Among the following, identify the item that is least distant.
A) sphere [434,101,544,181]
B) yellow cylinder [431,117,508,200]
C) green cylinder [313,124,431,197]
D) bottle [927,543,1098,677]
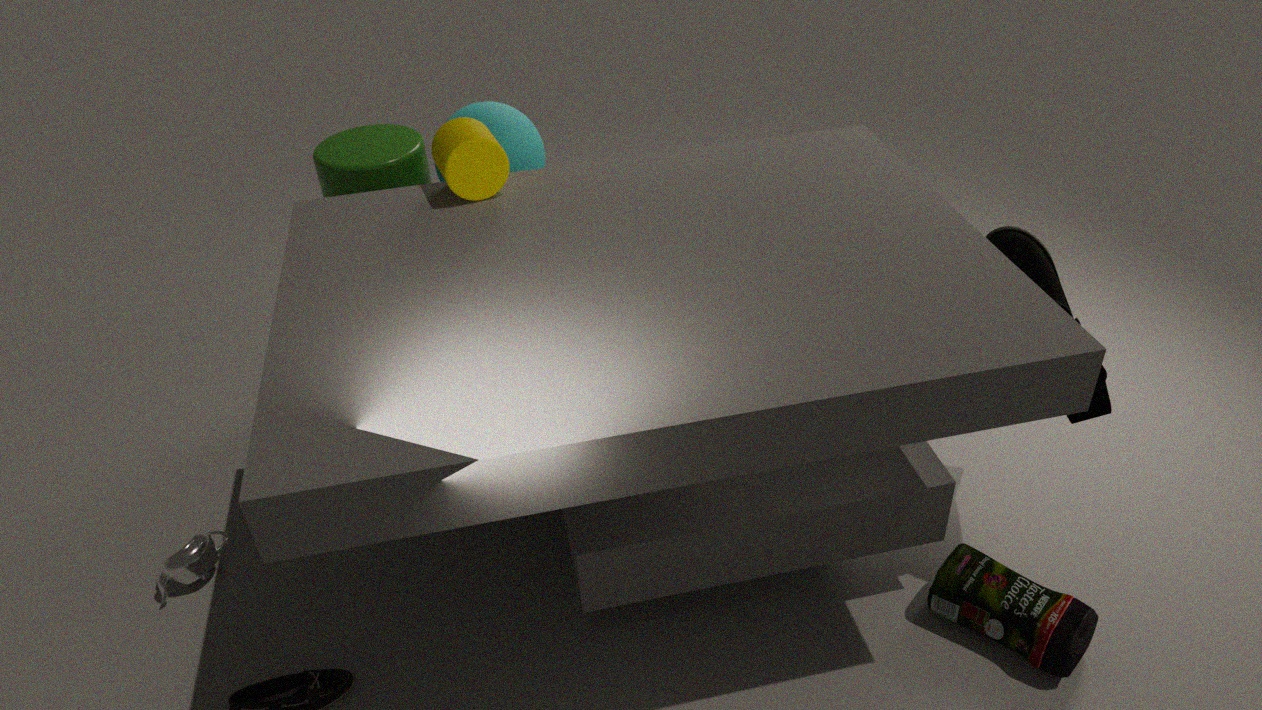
bottle [927,543,1098,677]
